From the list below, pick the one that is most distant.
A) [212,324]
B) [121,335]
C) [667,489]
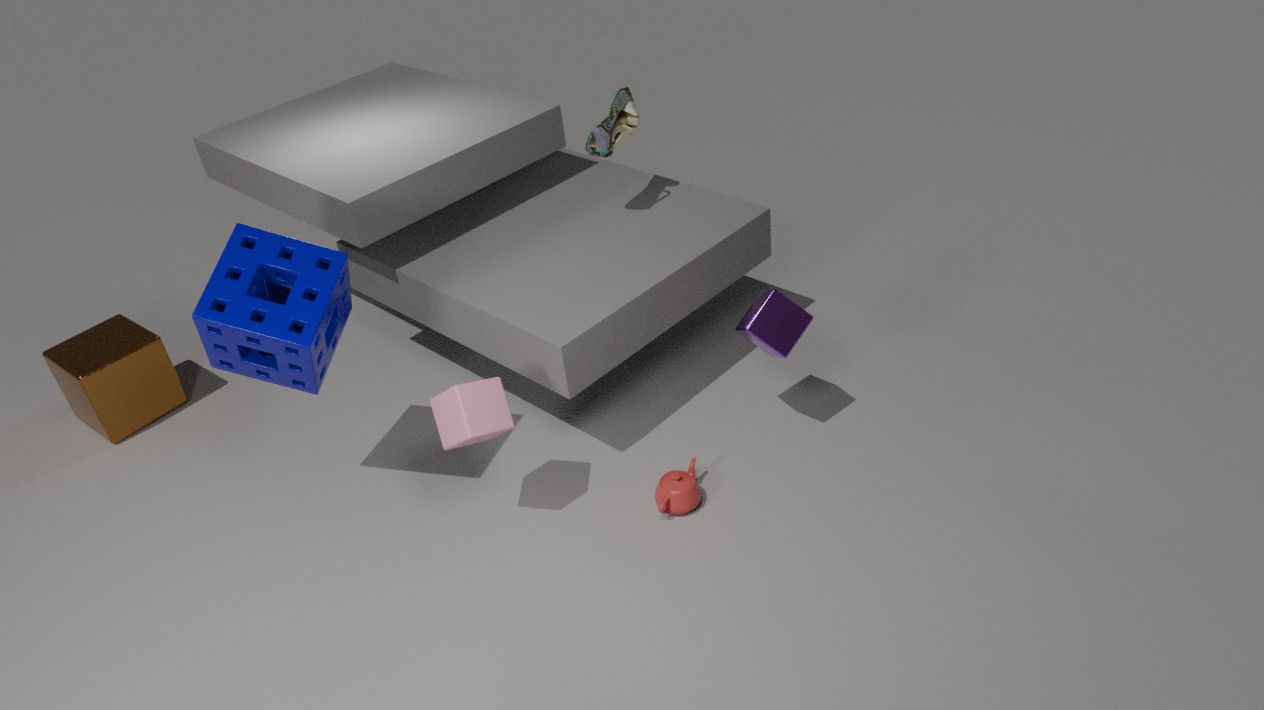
[121,335]
